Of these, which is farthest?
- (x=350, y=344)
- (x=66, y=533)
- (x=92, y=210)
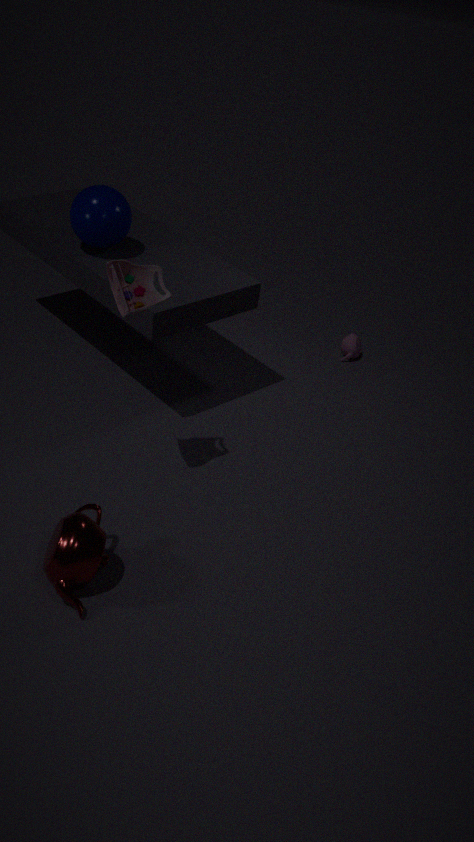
(x=350, y=344)
